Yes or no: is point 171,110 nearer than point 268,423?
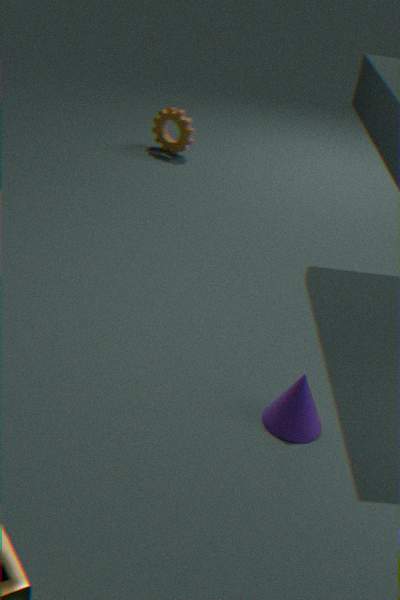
No
